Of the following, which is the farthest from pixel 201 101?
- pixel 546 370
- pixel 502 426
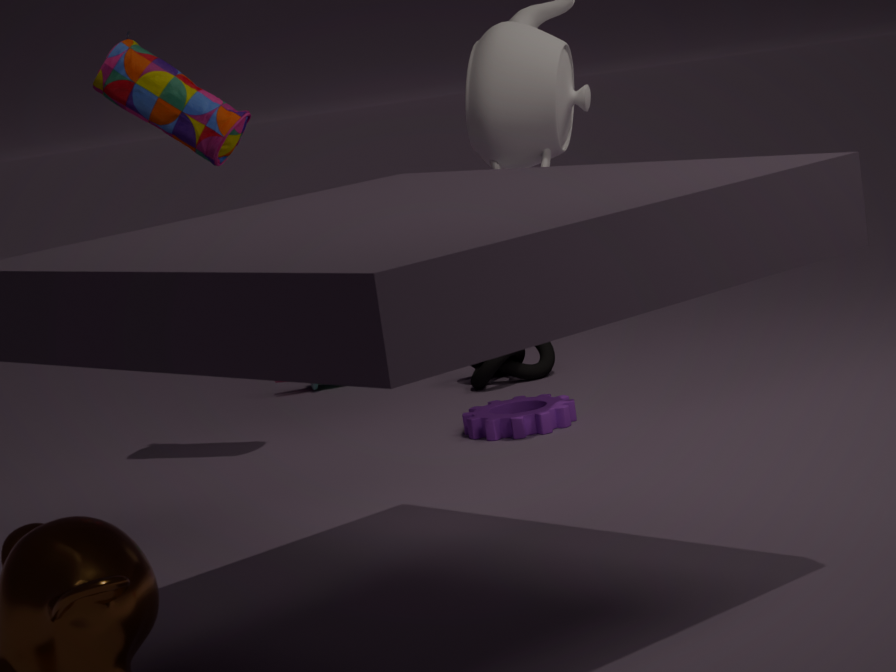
pixel 546 370
